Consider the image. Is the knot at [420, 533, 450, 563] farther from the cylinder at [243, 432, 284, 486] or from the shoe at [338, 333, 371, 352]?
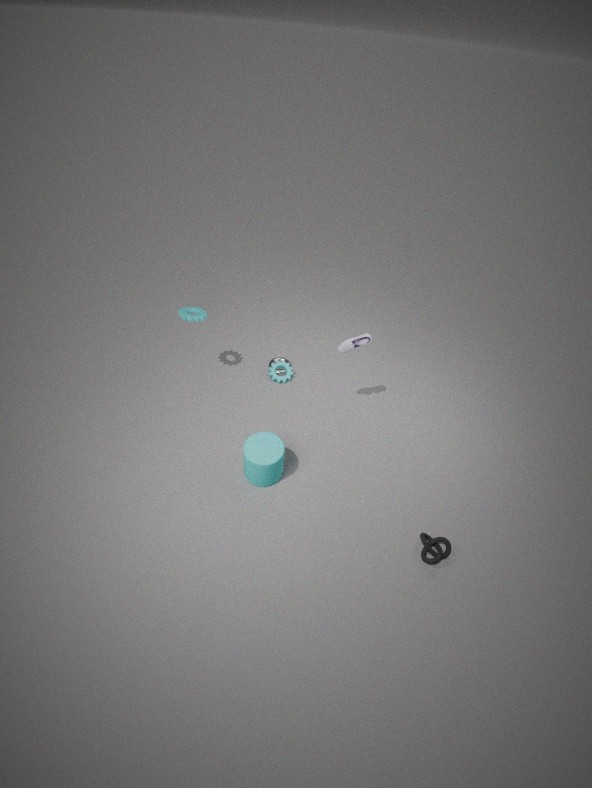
the shoe at [338, 333, 371, 352]
